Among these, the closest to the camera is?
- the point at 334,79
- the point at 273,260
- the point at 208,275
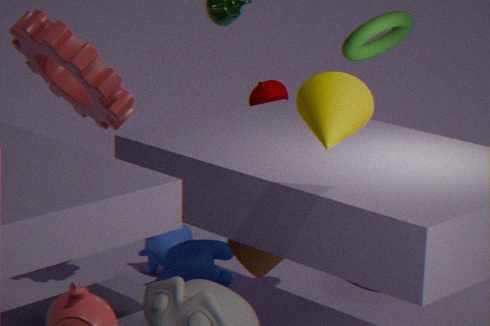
the point at 334,79
